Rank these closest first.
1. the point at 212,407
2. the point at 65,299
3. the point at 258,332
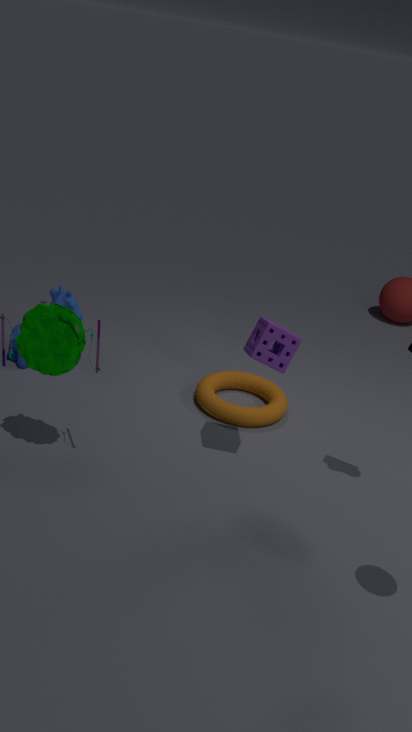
the point at 258,332 < the point at 212,407 < the point at 65,299
